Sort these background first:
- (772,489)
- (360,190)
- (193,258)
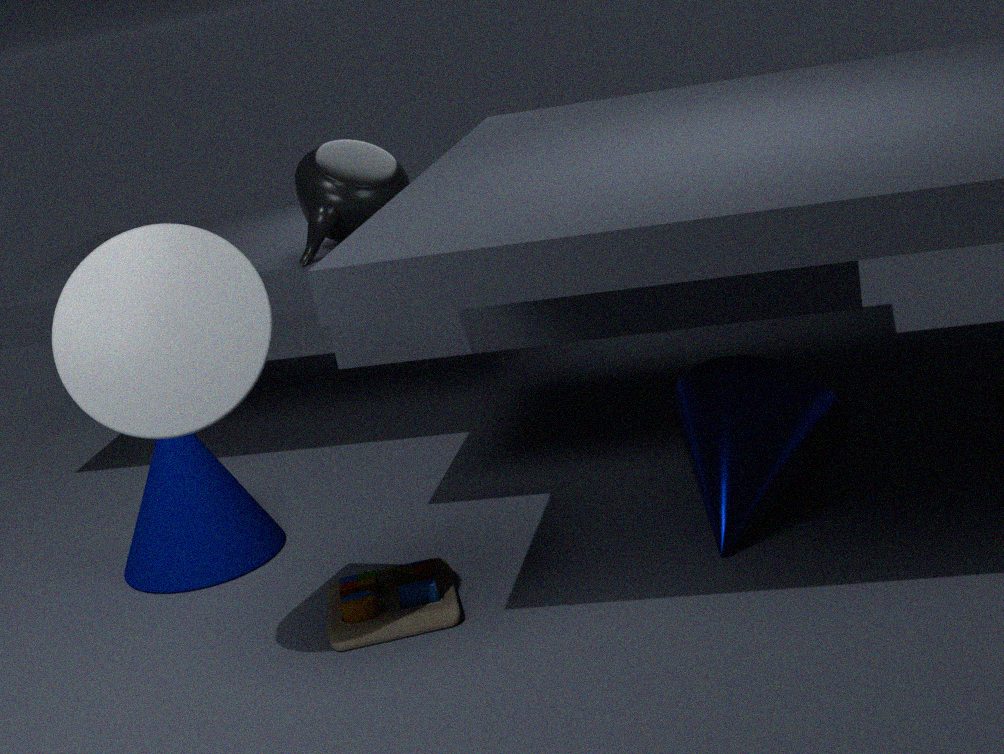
(360,190) < (772,489) < (193,258)
